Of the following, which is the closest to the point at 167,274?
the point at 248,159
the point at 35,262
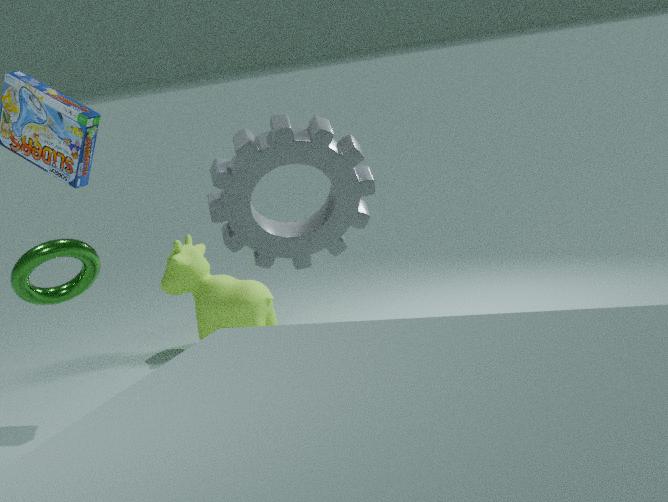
the point at 248,159
